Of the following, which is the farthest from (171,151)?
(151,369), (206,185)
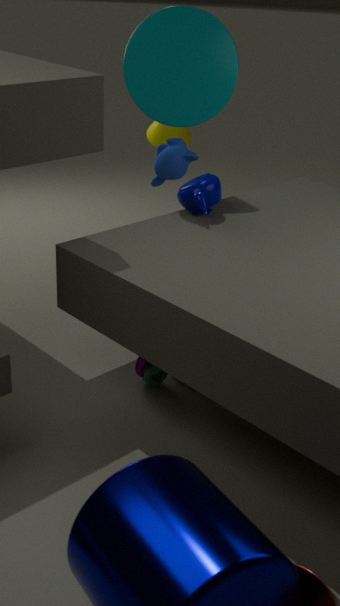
(151,369)
